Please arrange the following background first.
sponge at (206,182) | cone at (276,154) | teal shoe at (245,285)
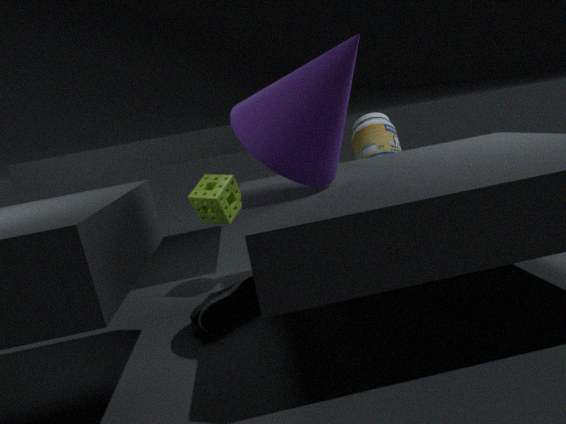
sponge at (206,182)
teal shoe at (245,285)
cone at (276,154)
